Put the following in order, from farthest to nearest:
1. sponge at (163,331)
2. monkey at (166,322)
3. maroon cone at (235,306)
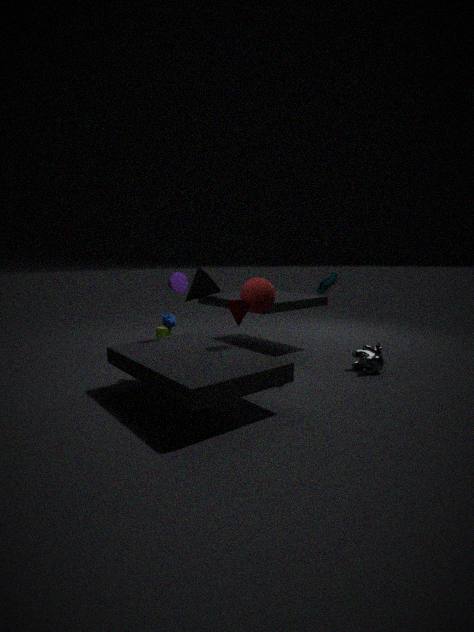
sponge at (163,331) < monkey at (166,322) < maroon cone at (235,306)
